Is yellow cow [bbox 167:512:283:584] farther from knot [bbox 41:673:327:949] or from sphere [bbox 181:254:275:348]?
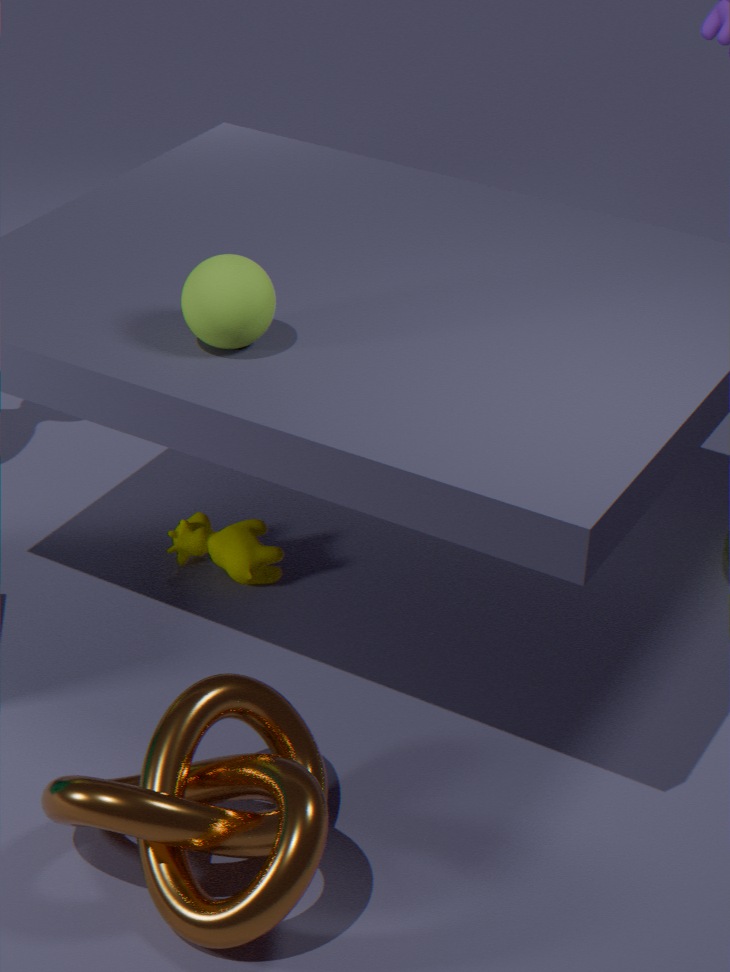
sphere [bbox 181:254:275:348]
